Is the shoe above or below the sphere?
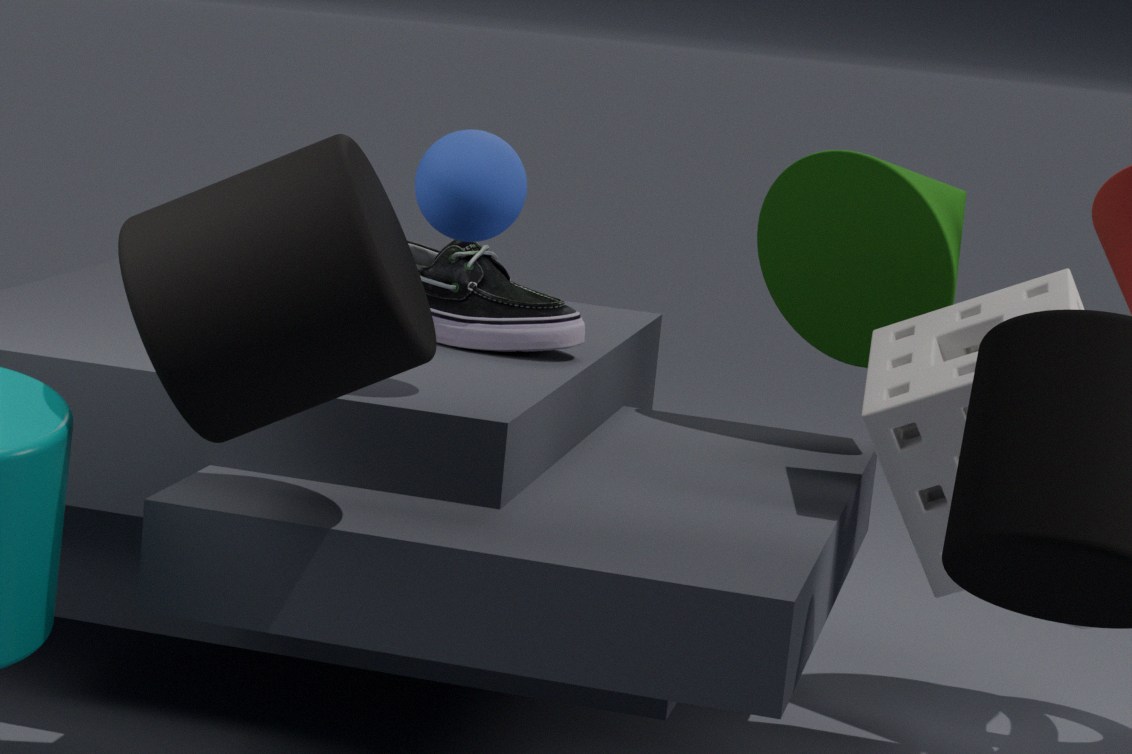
below
